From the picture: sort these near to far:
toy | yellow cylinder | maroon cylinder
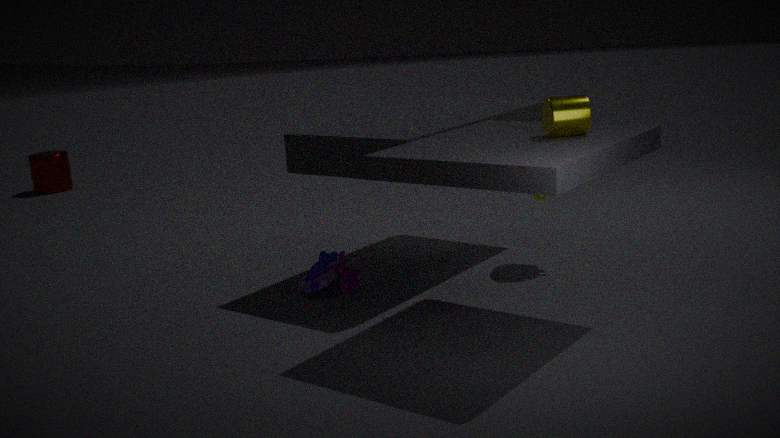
1. yellow cylinder
2. toy
3. maroon cylinder
